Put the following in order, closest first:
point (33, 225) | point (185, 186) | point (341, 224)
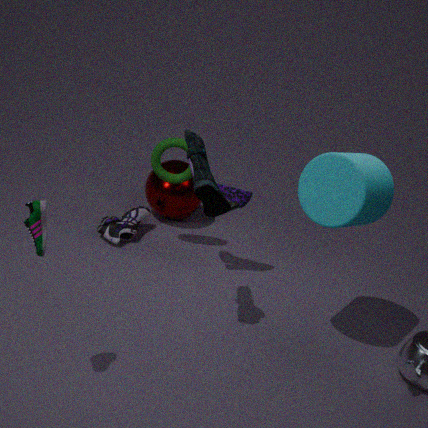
point (33, 225) < point (341, 224) < point (185, 186)
